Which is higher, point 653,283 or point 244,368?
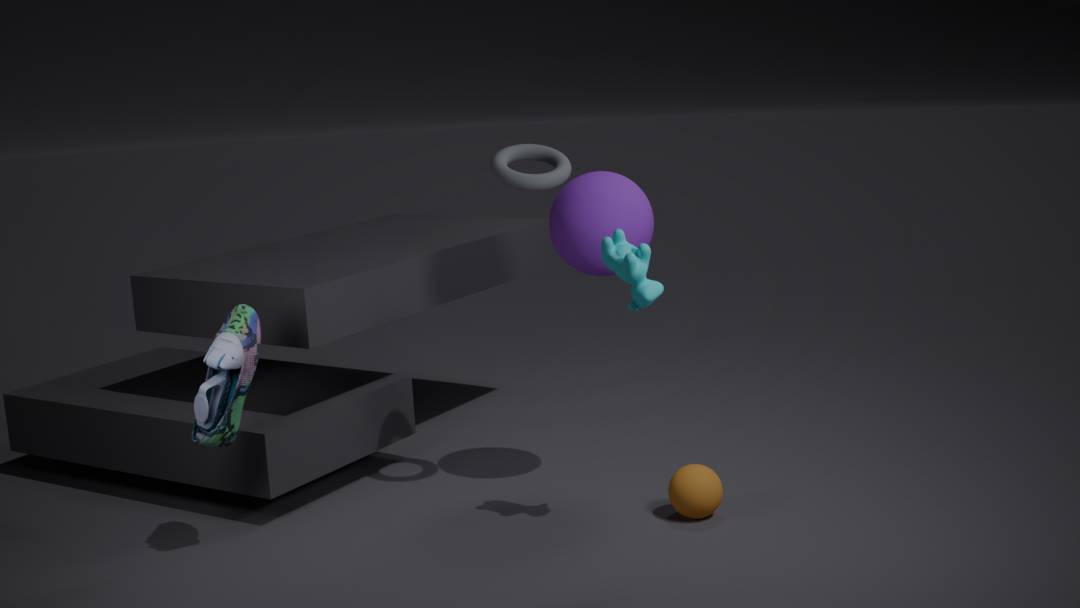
point 653,283
